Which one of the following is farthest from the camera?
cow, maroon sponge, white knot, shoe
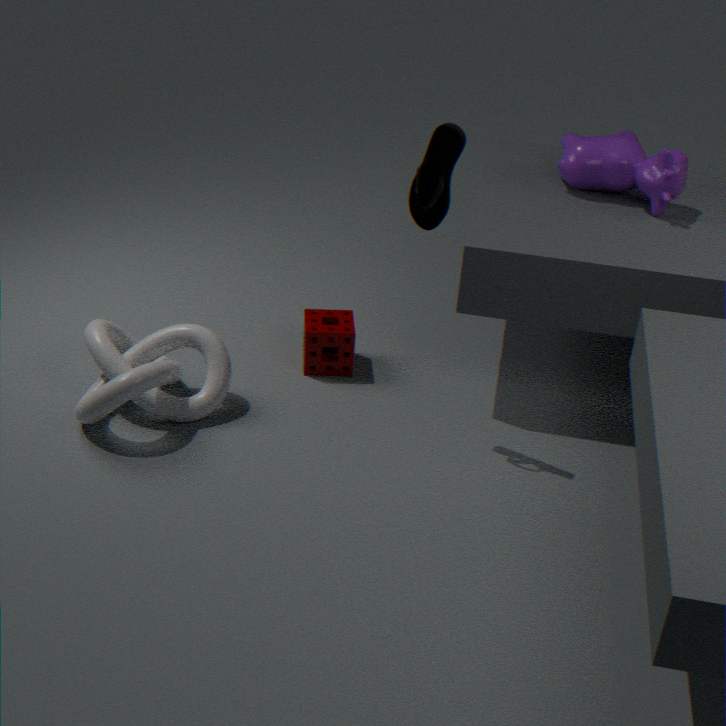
maroon sponge
